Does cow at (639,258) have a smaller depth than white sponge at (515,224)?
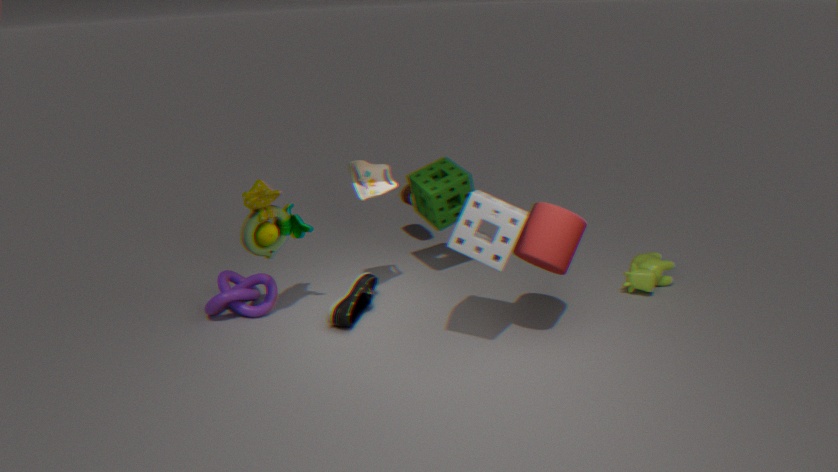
No
